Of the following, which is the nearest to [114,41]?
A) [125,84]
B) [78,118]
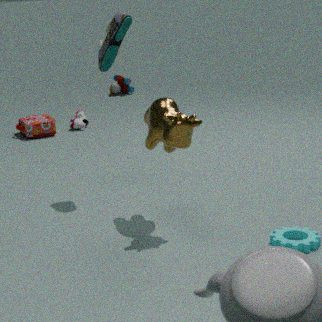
[78,118]
